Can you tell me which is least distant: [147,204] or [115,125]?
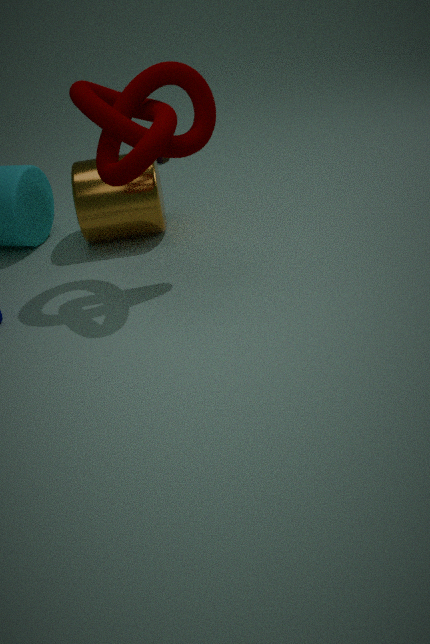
[115,125]
